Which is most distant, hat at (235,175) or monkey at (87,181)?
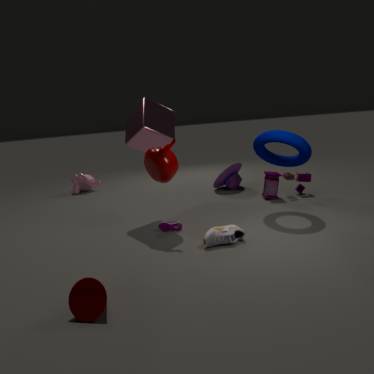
monkey at (87,181)
